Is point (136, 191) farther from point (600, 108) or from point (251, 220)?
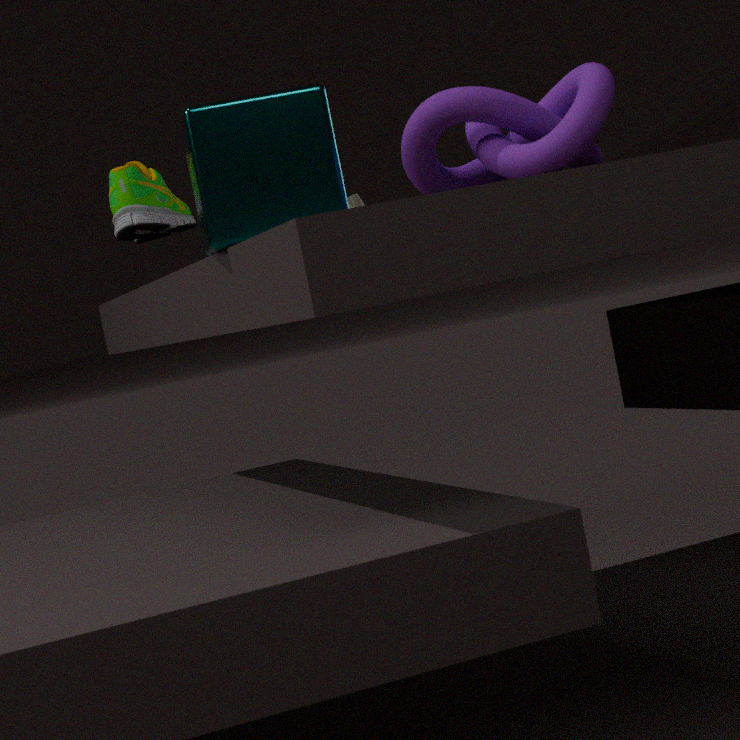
point (600, 108)
